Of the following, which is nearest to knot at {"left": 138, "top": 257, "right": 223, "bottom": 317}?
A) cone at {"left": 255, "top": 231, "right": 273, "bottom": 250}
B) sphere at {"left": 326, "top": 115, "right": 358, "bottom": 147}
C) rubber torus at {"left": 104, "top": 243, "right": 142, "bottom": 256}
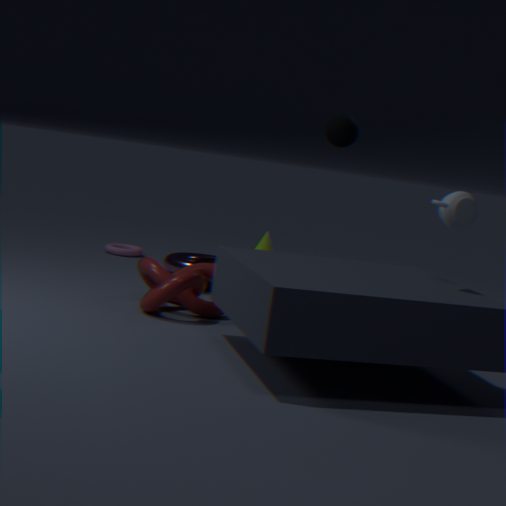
cone at {"left": 255, "top": 231, "right": 273, "bottom": 250}
